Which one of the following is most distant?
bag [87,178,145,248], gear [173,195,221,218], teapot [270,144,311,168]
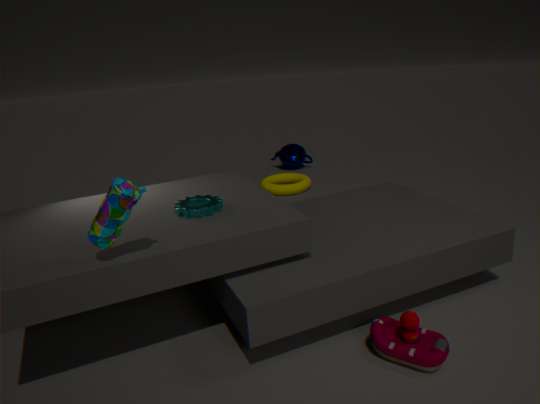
teapot [270,144,311,168]
